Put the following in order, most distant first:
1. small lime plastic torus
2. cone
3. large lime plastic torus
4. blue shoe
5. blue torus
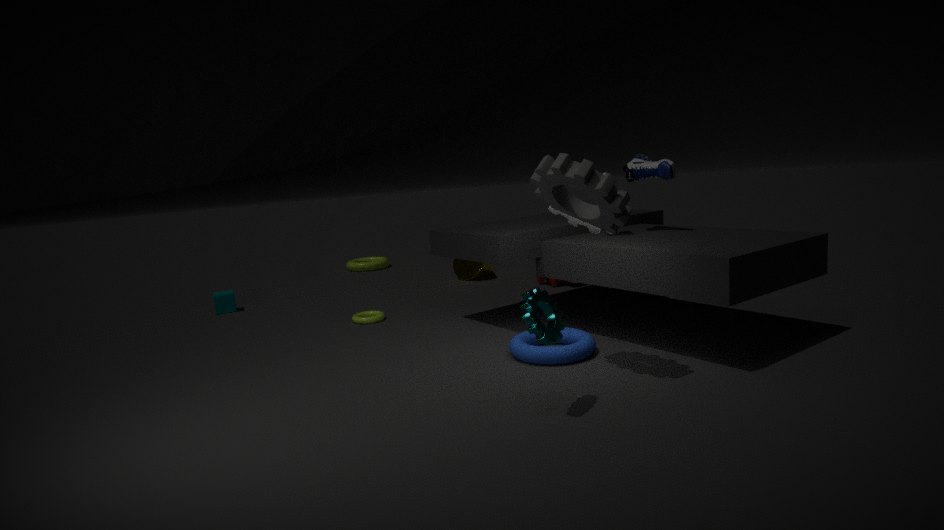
large lime plastic torus → cone → small lime plastic torus → blue shoe → blue torus
